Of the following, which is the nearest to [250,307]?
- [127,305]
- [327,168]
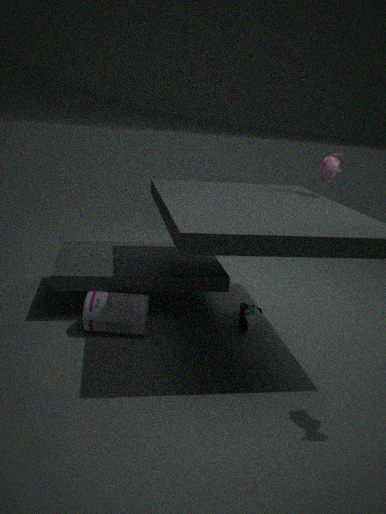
[127,305]
